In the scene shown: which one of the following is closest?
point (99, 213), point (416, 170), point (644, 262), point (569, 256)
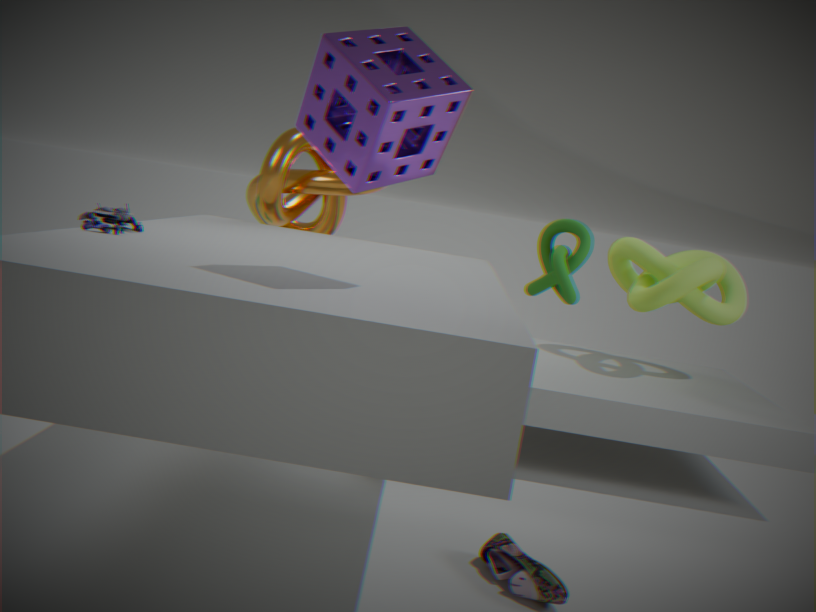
point (416, 170)
